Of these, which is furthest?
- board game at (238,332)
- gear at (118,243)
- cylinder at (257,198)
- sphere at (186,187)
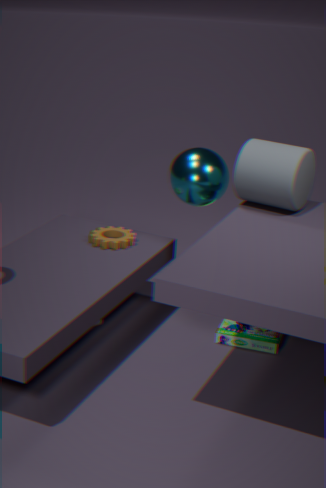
gear at (118,243)
